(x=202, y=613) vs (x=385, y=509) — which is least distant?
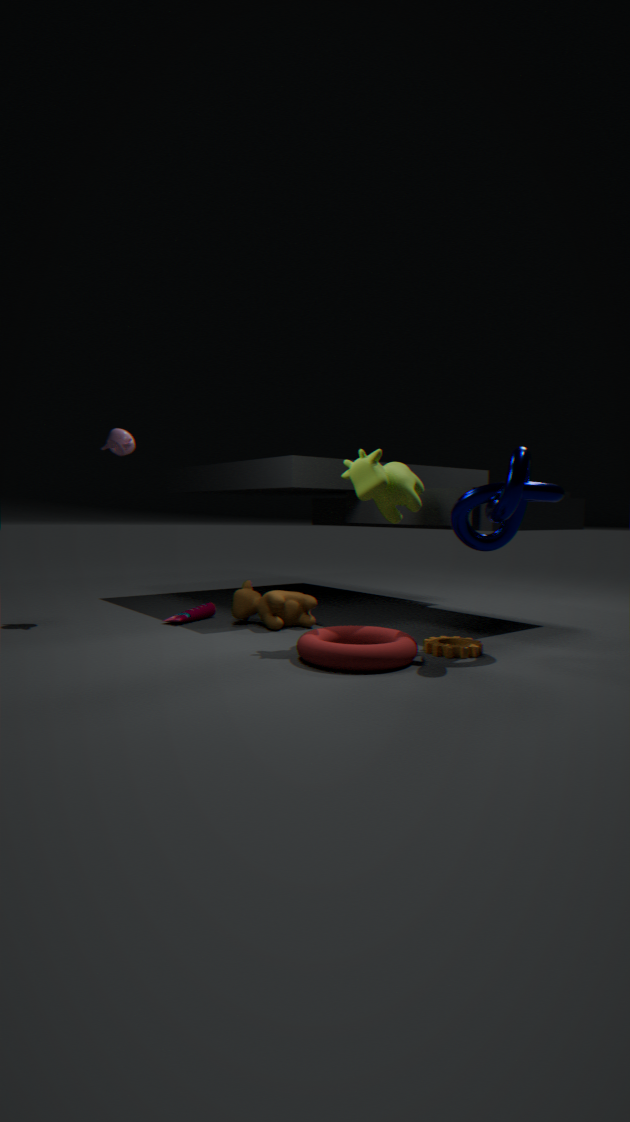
(x=385, y=509)
